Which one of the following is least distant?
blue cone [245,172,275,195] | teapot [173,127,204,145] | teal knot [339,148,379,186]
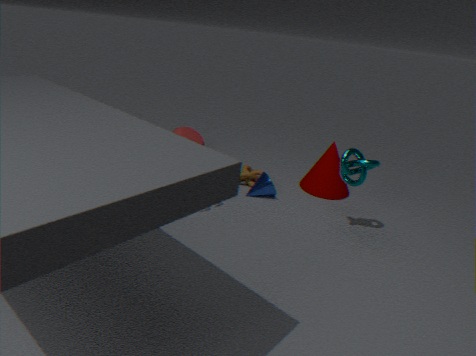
teal knot [339,148,379,186]
